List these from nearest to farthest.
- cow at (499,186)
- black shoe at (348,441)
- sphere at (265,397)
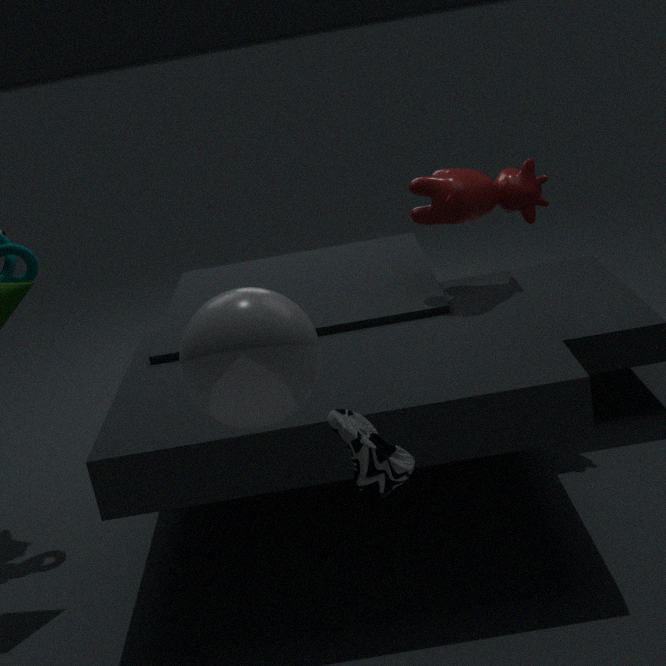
sphere at (265,397) < black shoe at (348,441) < cow at (499,186)
